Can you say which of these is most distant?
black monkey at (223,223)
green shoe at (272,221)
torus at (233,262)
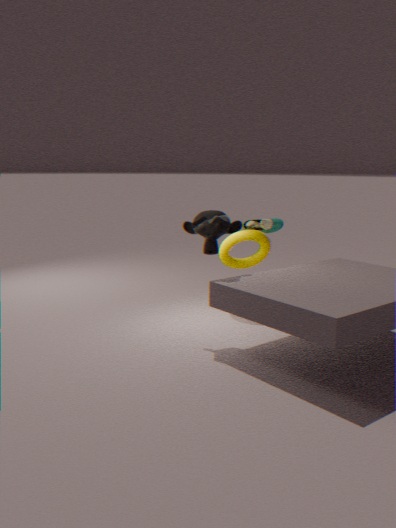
green shoe at (272,221)
